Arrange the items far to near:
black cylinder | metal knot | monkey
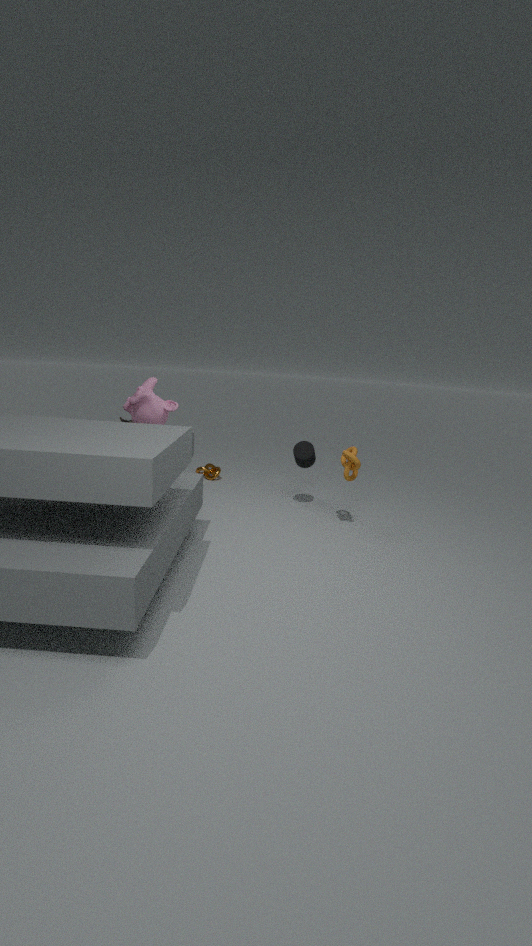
metal knot, black cylinder, monkey
